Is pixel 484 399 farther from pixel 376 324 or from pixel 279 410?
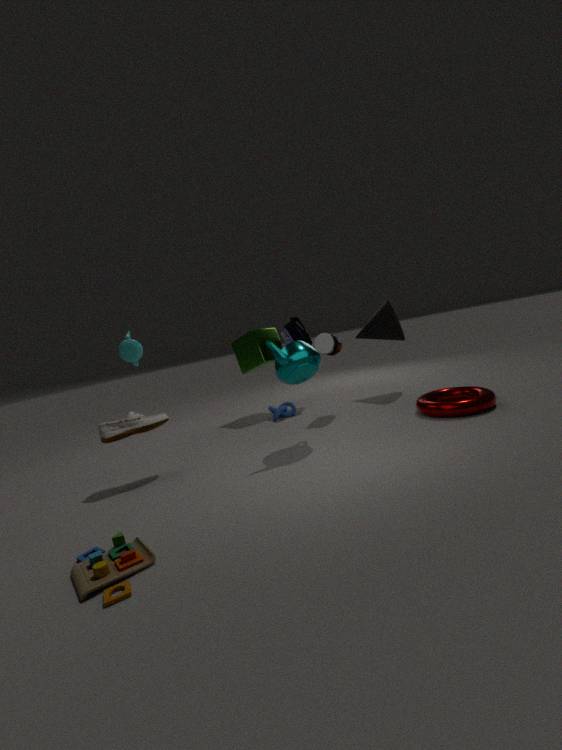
pixel 279 410
